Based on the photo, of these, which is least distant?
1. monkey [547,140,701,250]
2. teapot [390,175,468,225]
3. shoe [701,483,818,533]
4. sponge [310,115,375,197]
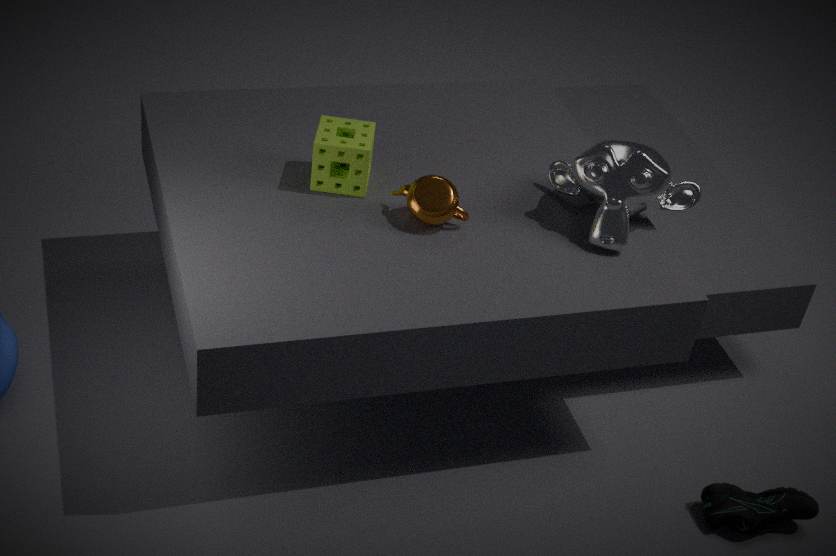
teapot [390,175,468,225]
